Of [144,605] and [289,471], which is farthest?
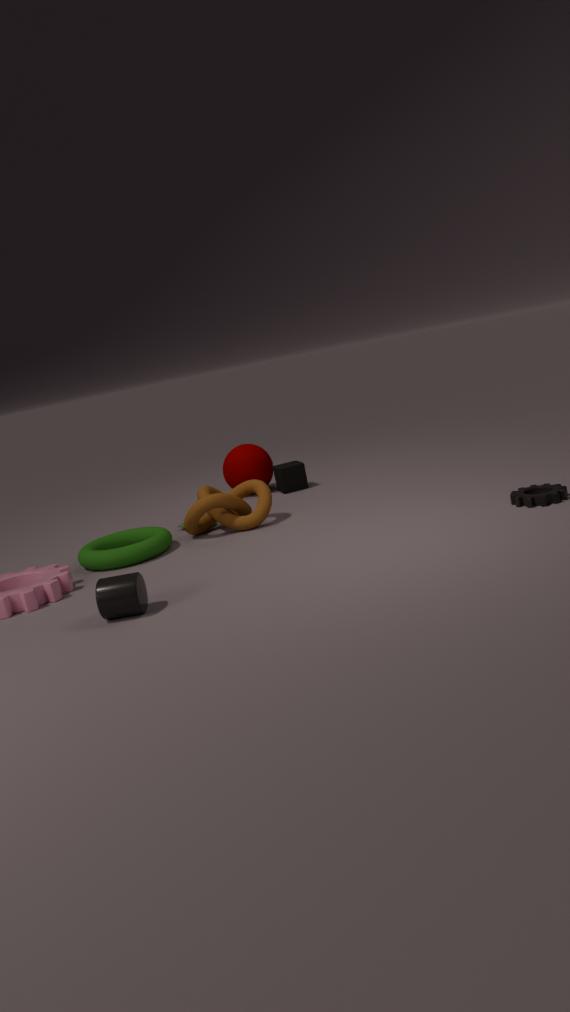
[289,471]
